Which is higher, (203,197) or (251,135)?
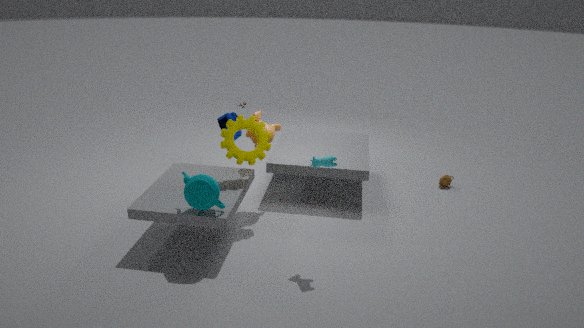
(251,135)
